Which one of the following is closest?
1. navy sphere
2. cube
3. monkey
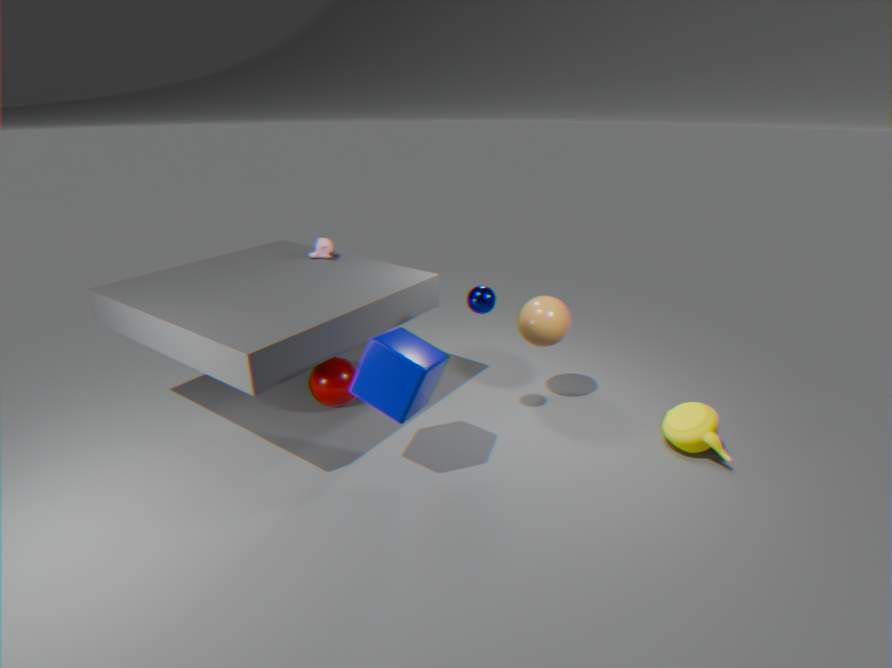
cube
